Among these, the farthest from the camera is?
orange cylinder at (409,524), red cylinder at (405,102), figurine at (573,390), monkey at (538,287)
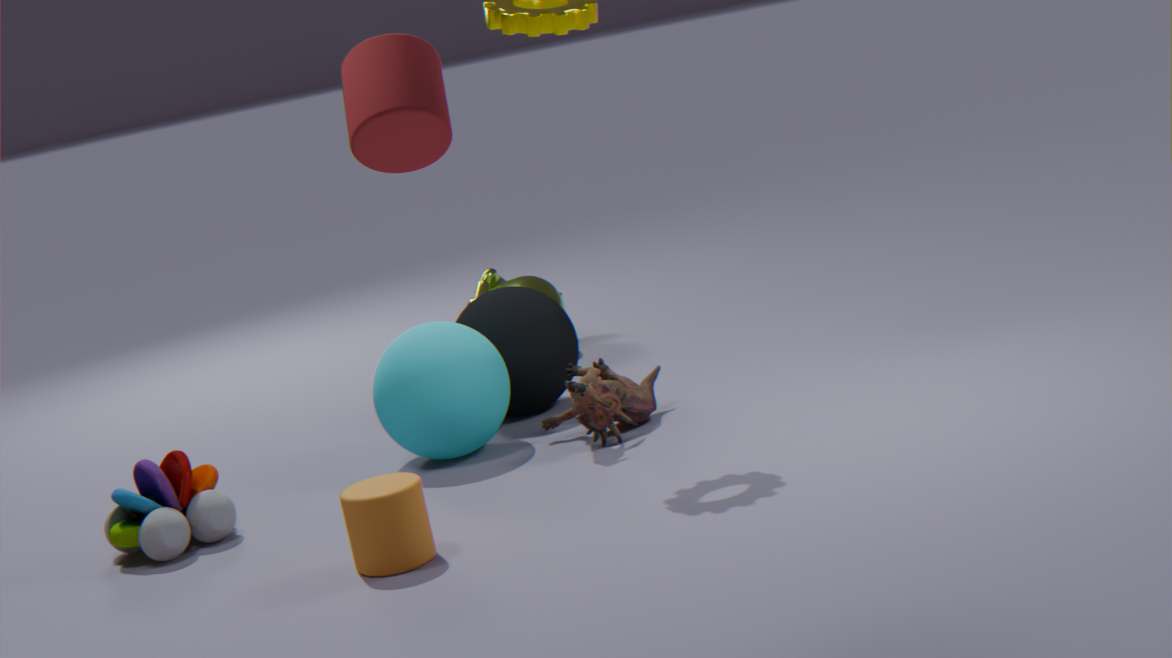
monkey at (538,287)
